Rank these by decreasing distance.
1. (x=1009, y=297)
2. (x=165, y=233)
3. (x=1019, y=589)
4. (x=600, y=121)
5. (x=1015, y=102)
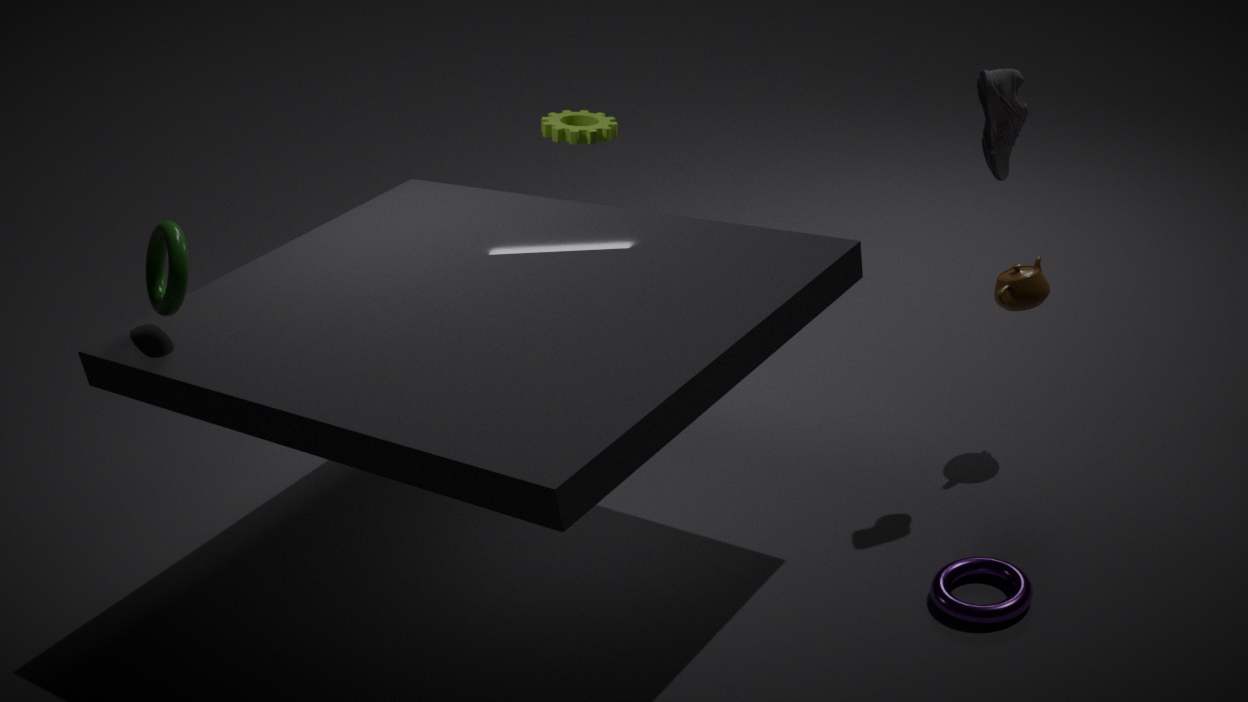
(x=600, y=121) < (x=1009, y=297) < (x=1015, y=102) < (x=165, y=233) < (x=1019, y=589)
